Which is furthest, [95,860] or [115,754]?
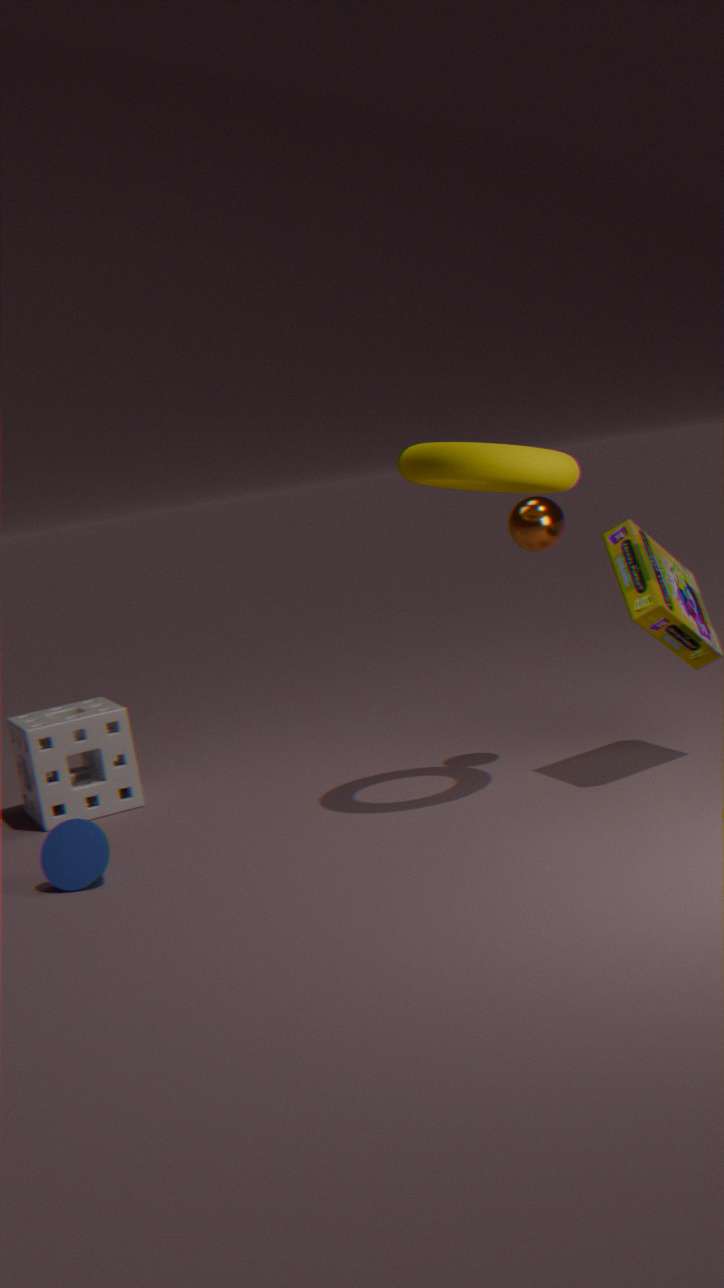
[115,754]
